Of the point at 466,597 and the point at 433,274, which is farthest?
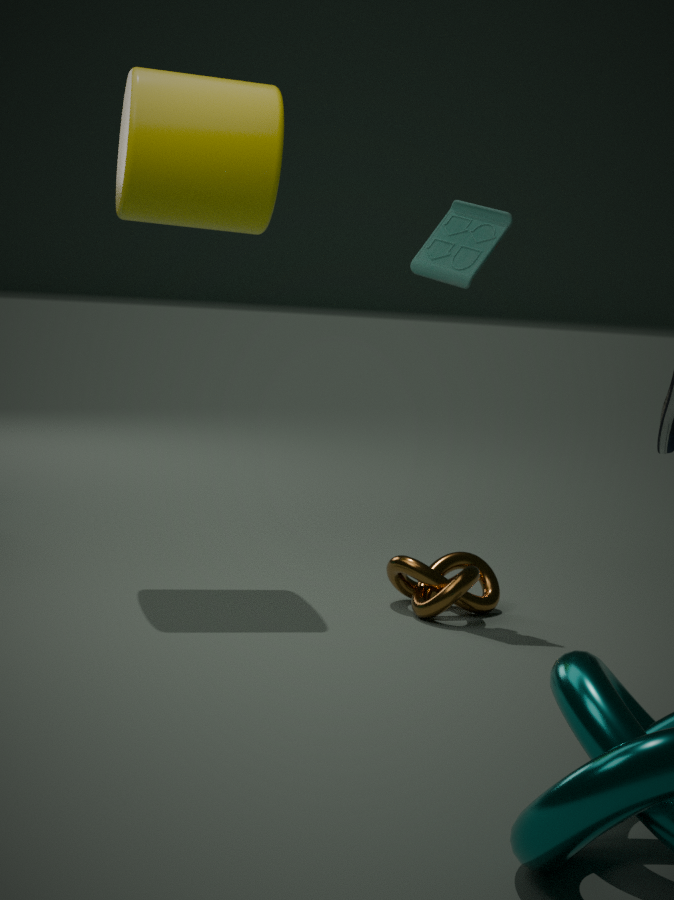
the point at 433,274
